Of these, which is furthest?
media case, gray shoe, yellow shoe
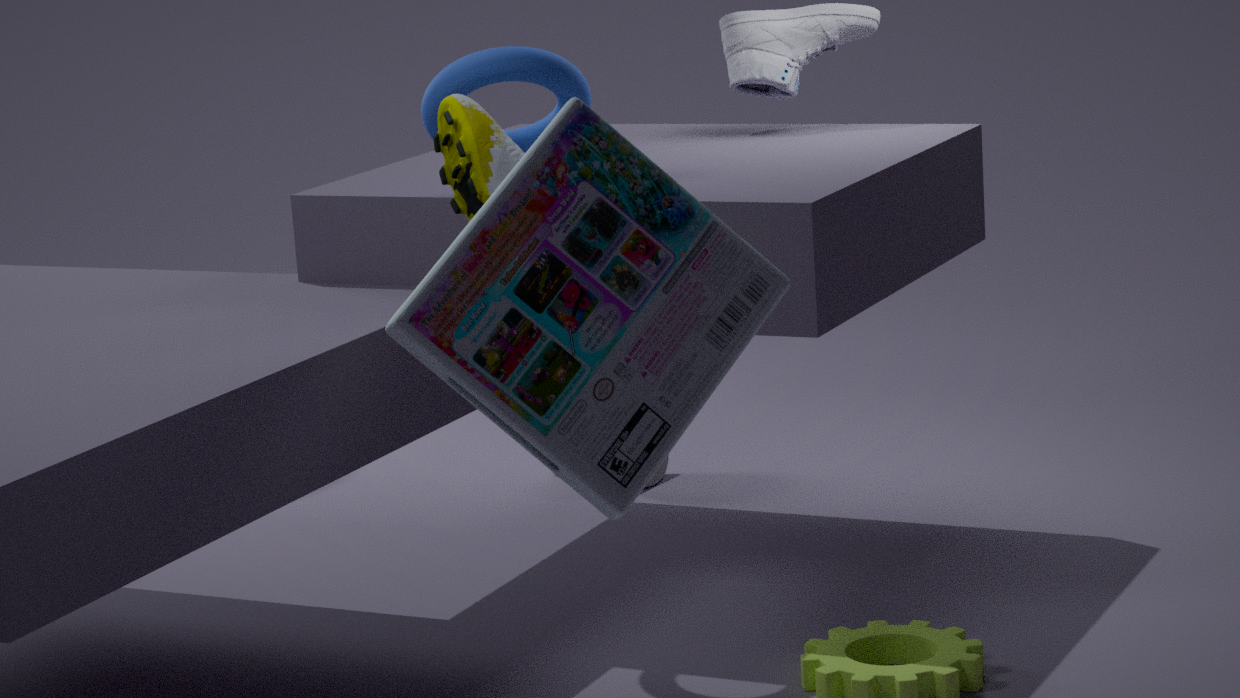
gray shoe
